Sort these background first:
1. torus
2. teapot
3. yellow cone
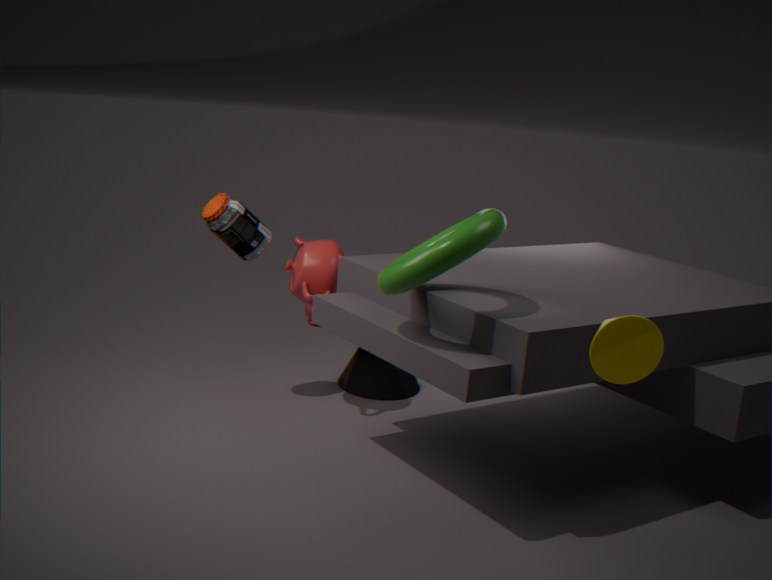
teapot → torus → yellow cone
